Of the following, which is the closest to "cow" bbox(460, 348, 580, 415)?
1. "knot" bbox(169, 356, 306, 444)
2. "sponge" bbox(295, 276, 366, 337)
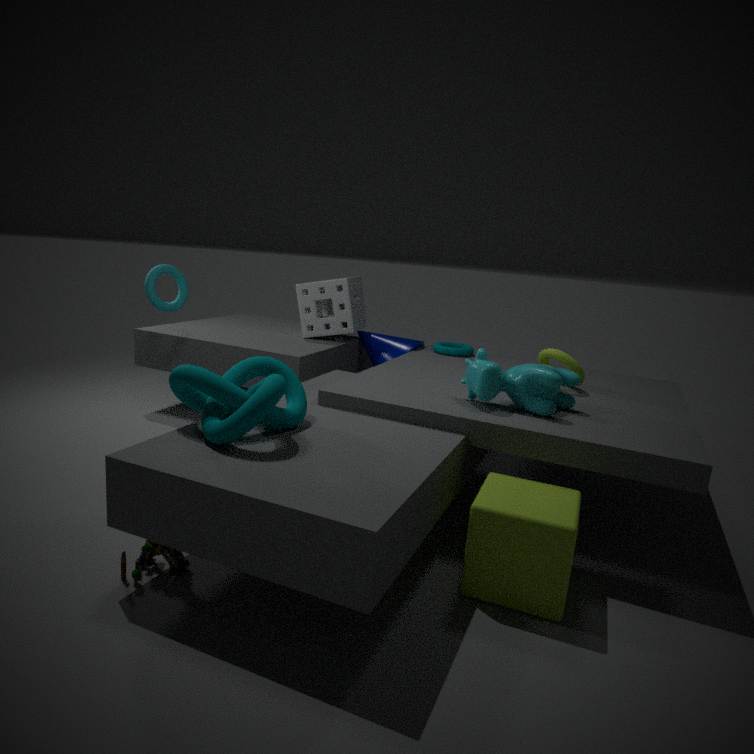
"knot" bbox(169, 356, 306, 444)
